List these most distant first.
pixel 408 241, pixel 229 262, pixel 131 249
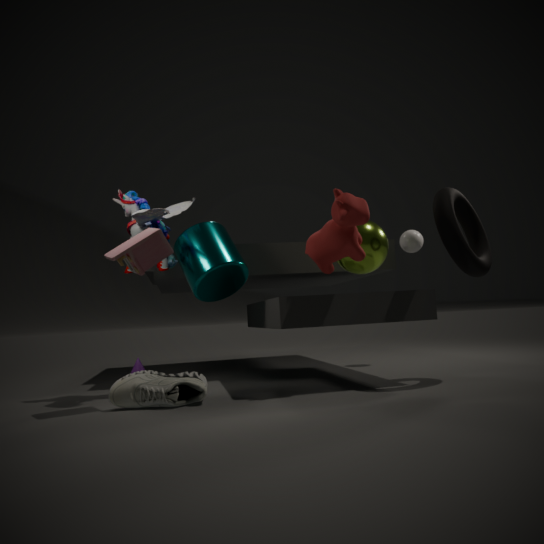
pixel 408 241, pixel 229 262, pixel 131 249
